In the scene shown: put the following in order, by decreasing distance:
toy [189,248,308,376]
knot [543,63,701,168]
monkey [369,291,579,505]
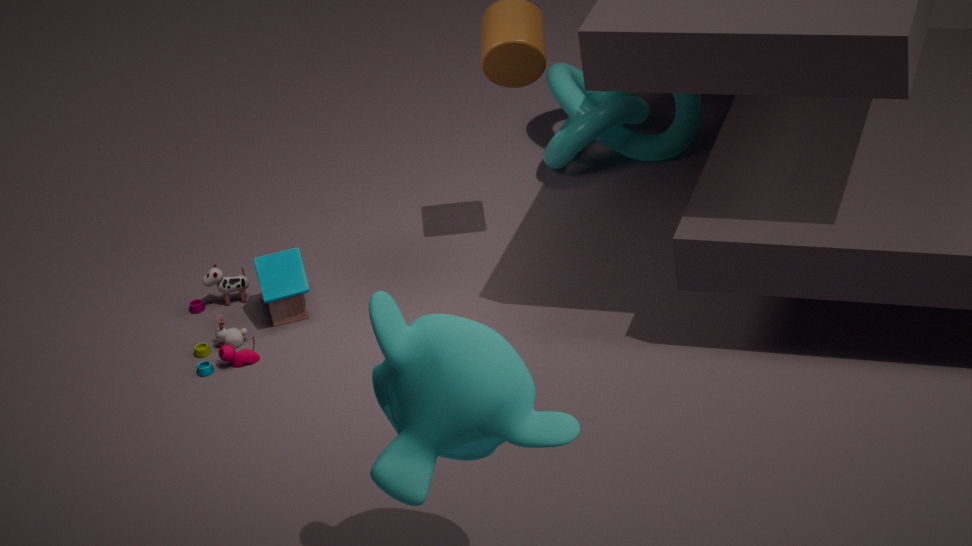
knot [543,63,701,168], toy [189,248,308,376], monkey [369,291,579,505]
